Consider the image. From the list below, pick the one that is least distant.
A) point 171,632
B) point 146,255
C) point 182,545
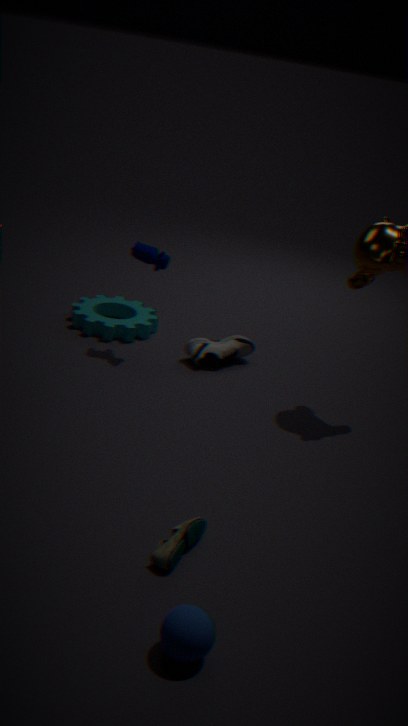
point 171,632
